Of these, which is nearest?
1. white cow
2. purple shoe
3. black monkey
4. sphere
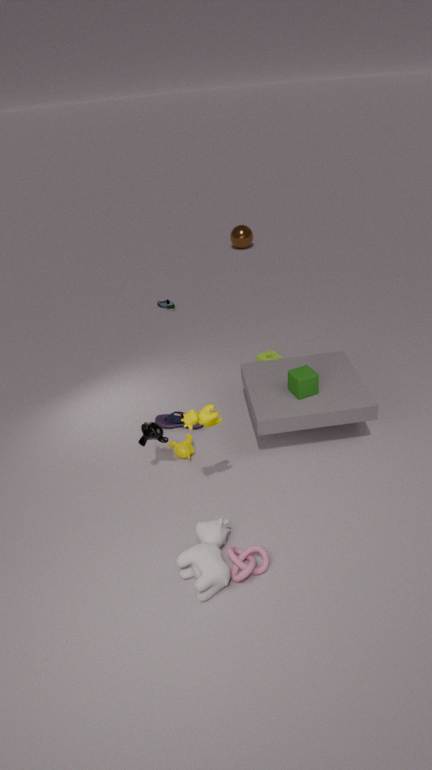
white cow
